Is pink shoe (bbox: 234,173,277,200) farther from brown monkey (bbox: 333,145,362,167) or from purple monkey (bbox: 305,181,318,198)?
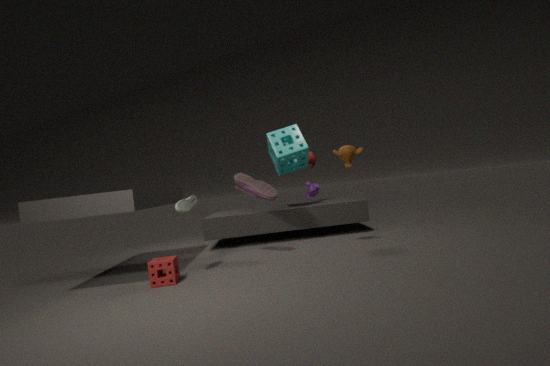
purple monkey (bbox: 305,181,318,198)
